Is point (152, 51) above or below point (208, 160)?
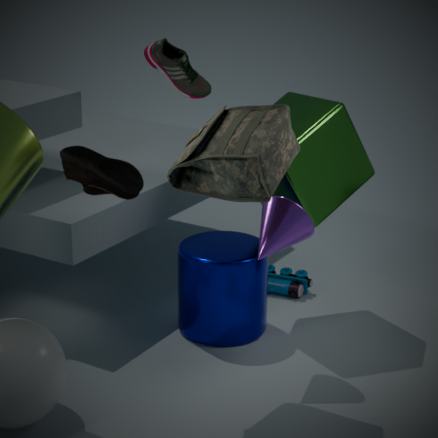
above
